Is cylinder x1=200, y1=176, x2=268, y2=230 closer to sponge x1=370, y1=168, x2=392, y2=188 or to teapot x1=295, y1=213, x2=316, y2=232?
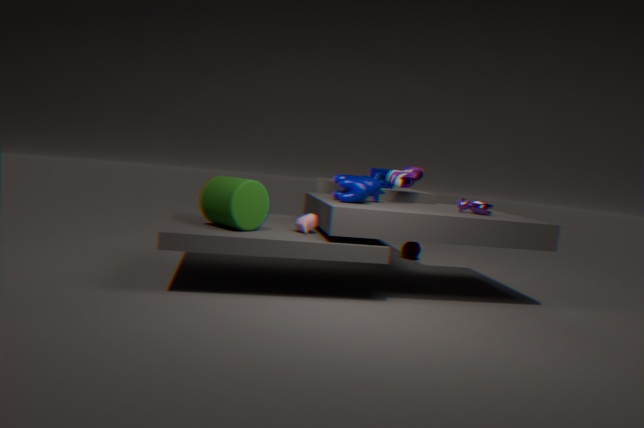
teapot x1=295, y1=213, x2=316, y2=232
